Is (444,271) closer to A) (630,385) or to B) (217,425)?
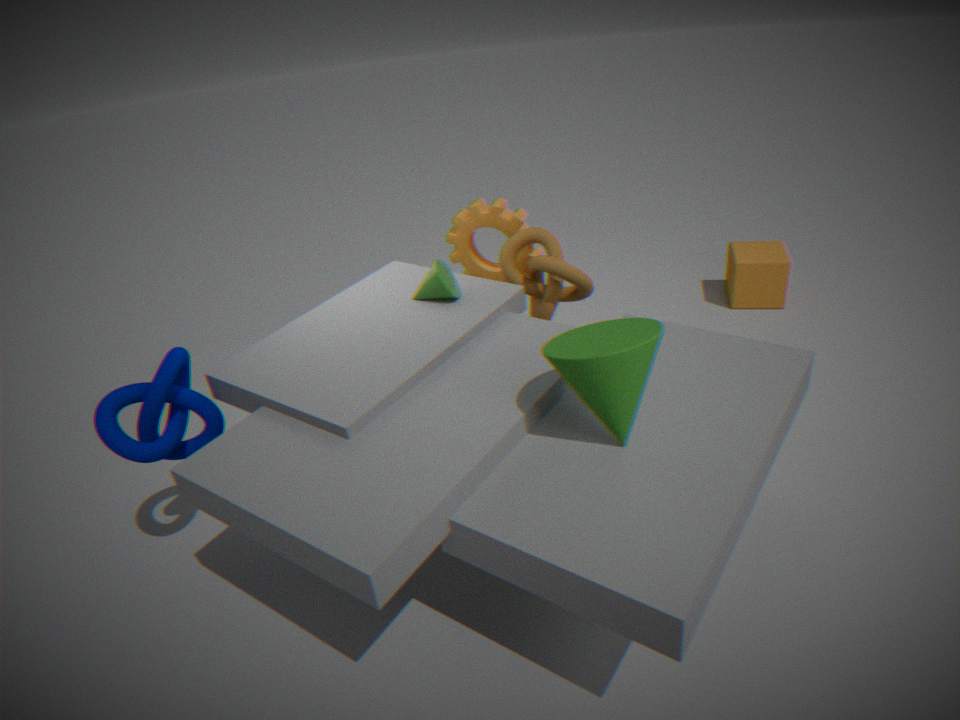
A) (630,385)
